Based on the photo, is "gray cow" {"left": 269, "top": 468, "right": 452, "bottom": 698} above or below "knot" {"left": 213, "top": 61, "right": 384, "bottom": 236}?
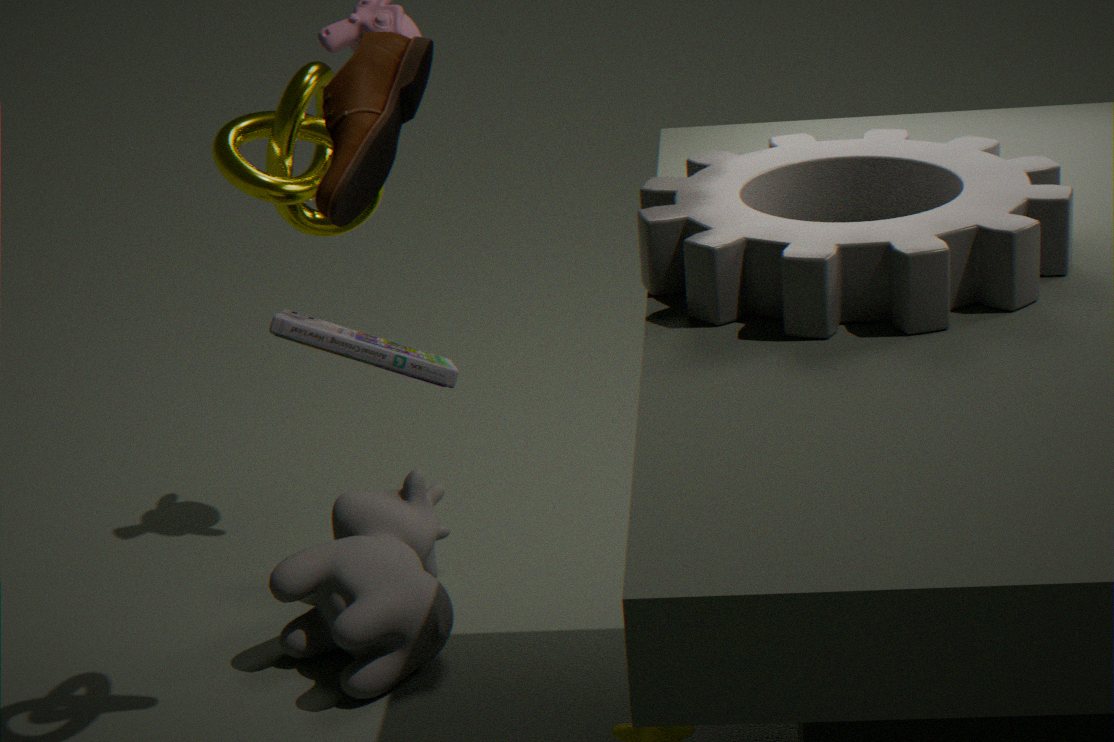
below
